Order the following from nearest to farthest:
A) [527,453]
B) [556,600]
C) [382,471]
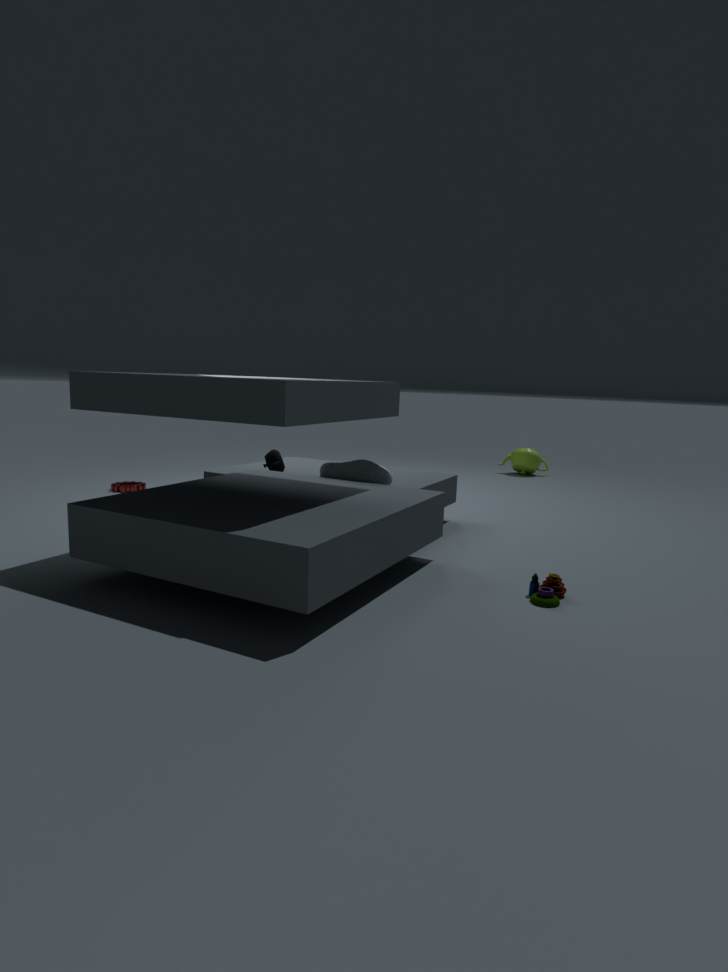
[556,600] → [382,471] → [527,453]
